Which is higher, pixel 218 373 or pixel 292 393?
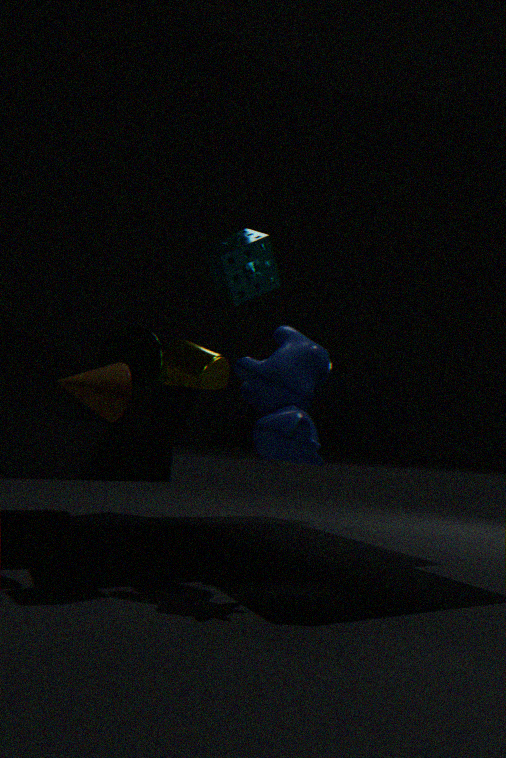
pixel 218 373
